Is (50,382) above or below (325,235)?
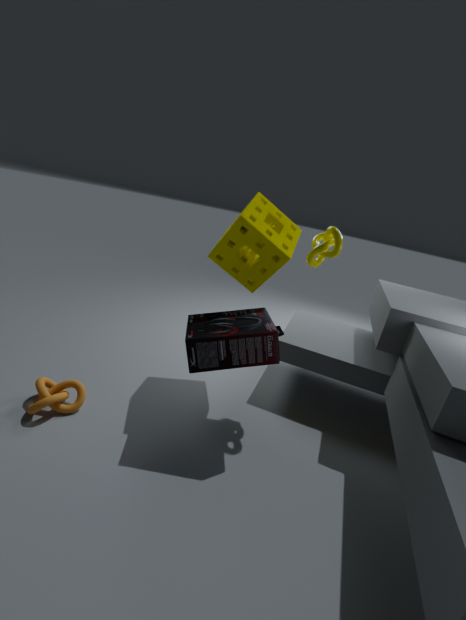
below
